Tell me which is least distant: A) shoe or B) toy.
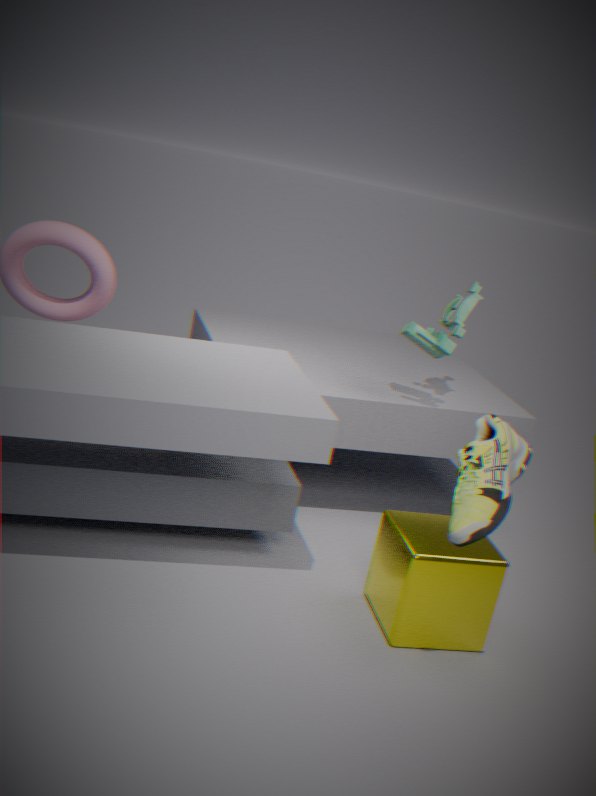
A. shoe
